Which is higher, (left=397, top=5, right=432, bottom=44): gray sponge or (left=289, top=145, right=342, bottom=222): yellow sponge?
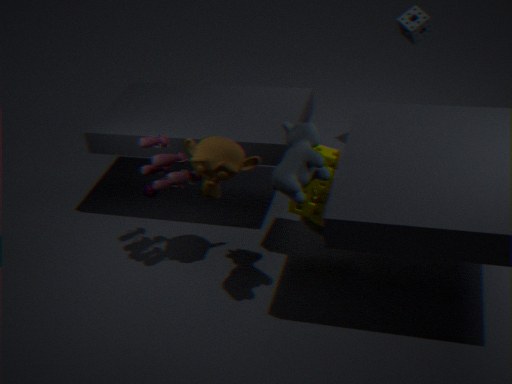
(left=397, top=5, right=432, bottom=44): gray sponge
